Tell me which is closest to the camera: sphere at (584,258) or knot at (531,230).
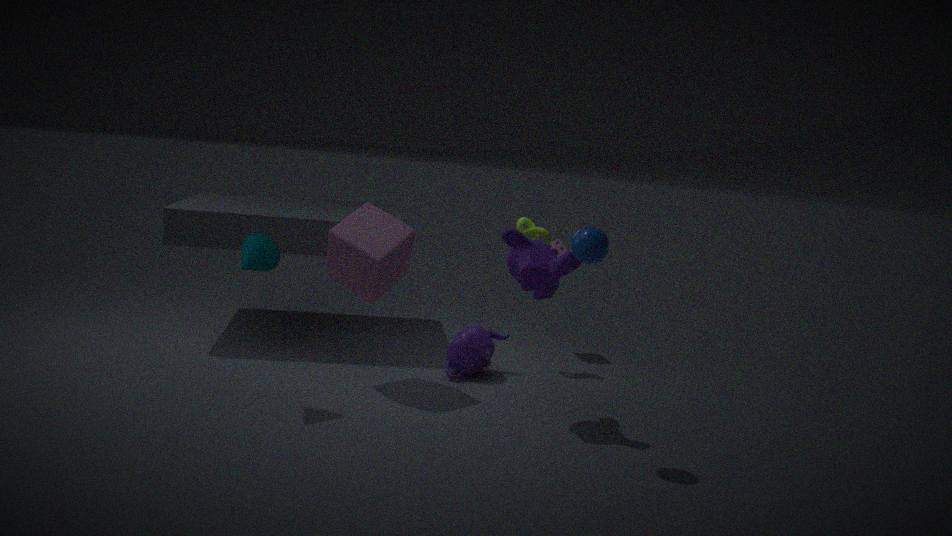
sphere at (584,258)
